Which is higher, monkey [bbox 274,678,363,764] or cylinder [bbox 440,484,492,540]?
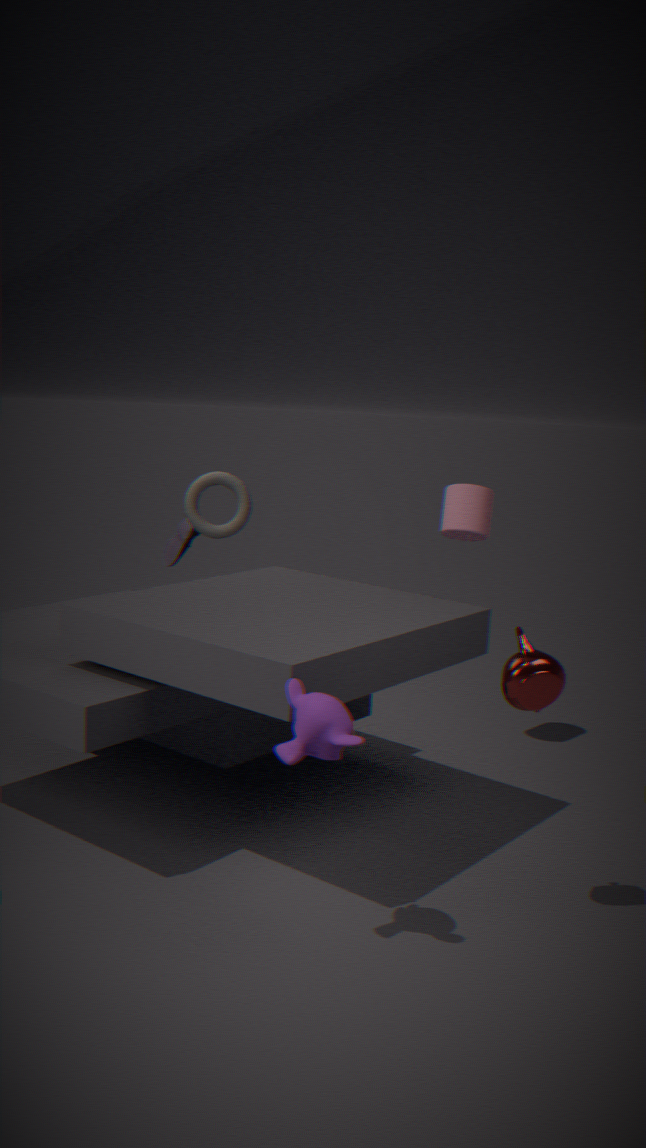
cylinder [bbox 440,484,492,540]
